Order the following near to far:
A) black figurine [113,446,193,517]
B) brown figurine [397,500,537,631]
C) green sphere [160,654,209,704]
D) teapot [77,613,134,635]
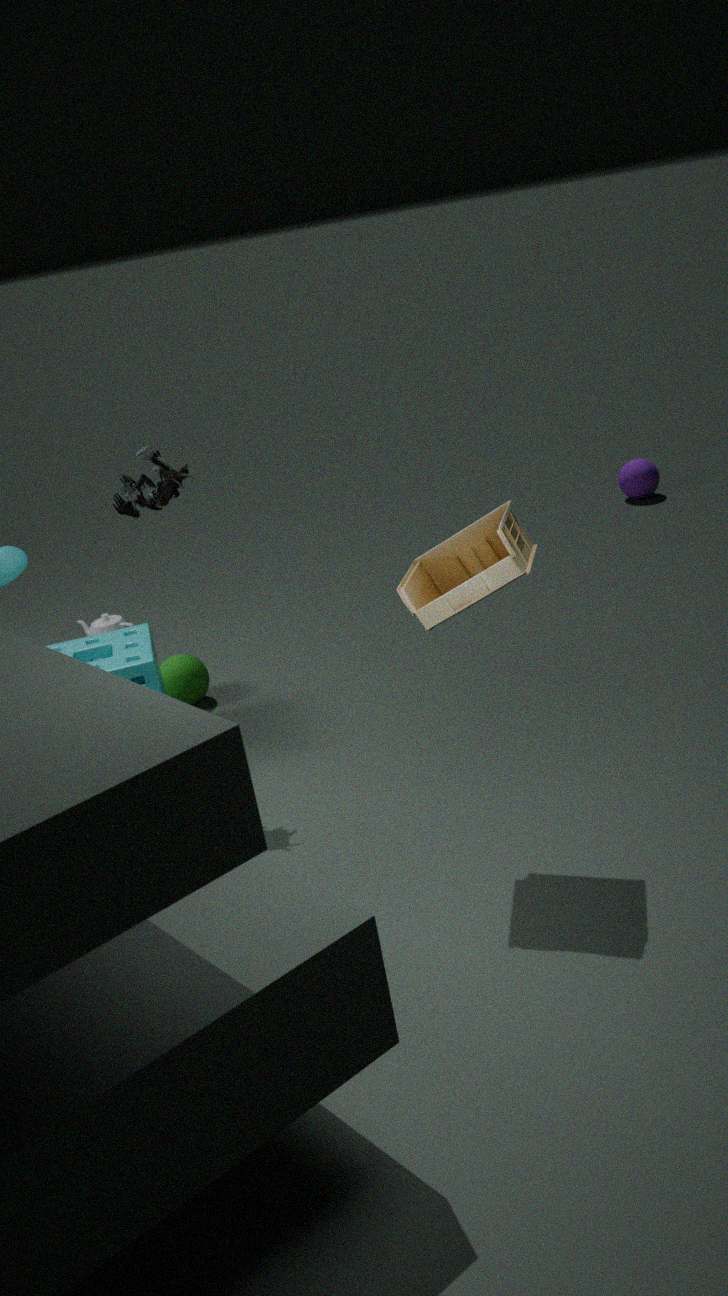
brown figurine [397,500,537,631], black figurine [113,446,193,517], green sphere [160,654,209,704], teapot [77,613,134,635]
